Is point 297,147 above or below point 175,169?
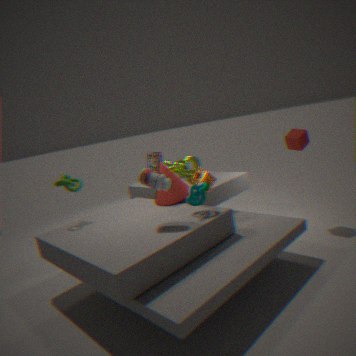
above
